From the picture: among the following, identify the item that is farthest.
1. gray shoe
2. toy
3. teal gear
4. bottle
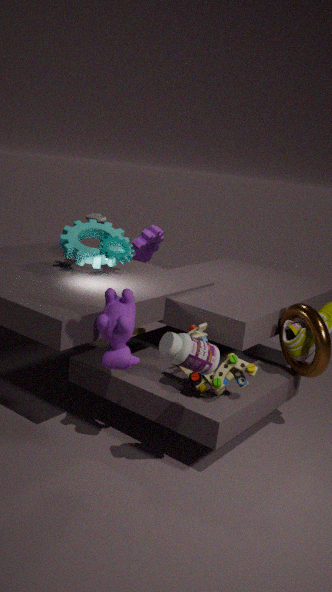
gray shoe
